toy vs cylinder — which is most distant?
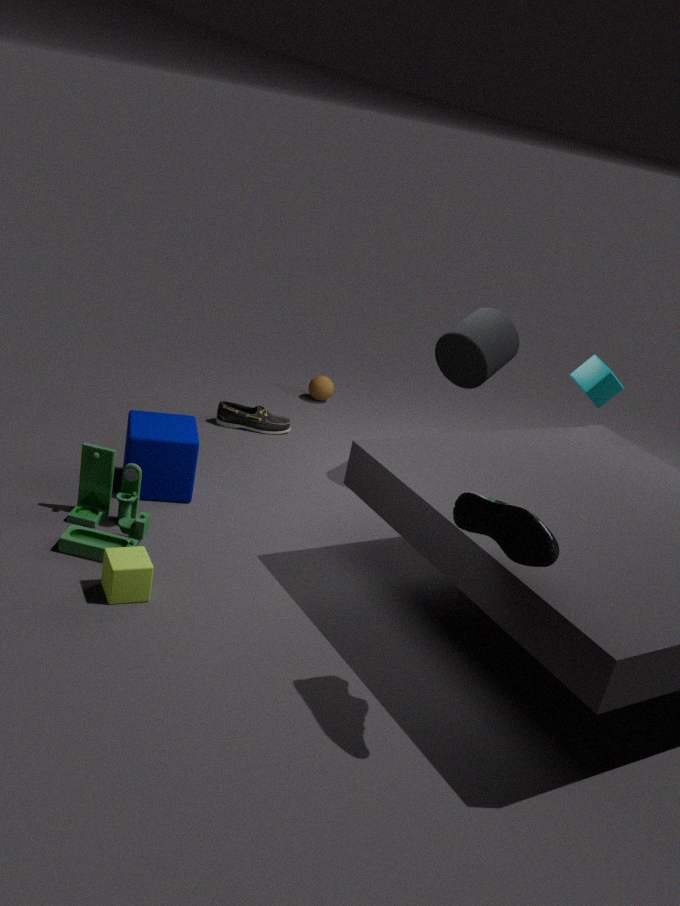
cylinder
